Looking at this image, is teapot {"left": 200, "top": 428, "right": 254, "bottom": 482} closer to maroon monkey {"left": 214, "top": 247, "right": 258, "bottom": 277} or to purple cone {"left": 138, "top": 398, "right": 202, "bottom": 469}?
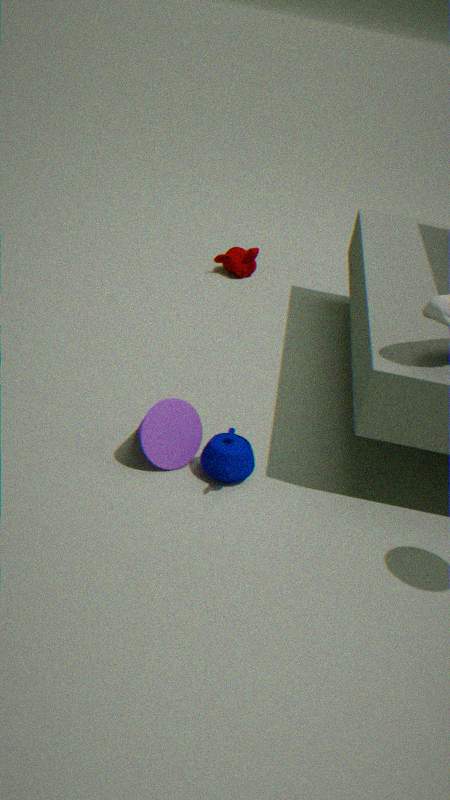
purple cone {"left": 138, "top": 398, "right": 202, "bottom": 469}
